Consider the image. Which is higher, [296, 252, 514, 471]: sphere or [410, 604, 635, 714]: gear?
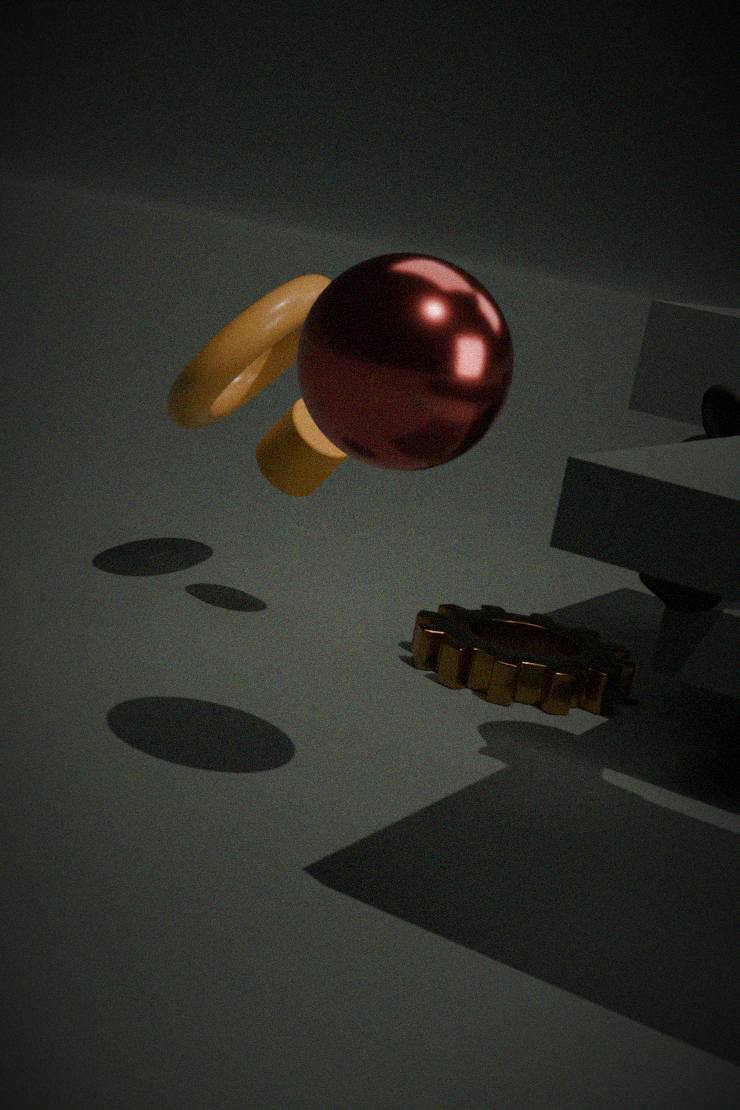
[296, 252, 514, 471]: sphere
